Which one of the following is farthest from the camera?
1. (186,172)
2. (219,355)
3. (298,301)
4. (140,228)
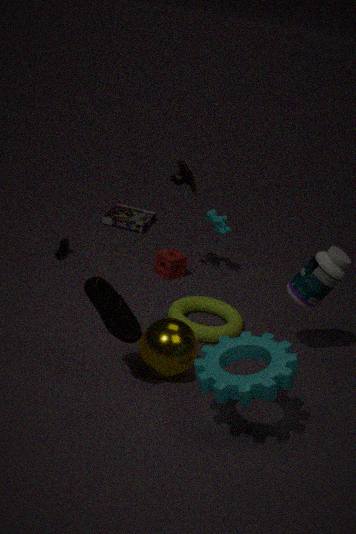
(140,228)
